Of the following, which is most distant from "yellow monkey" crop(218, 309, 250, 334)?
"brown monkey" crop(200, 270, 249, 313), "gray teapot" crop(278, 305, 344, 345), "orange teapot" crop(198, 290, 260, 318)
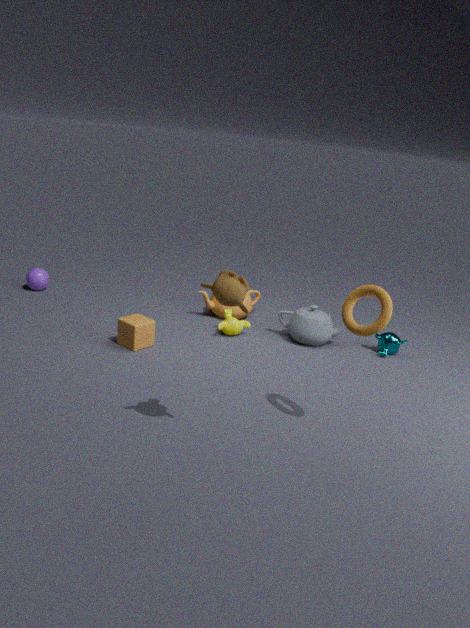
"brown monkey" crop(200, 270, 249, 313)
